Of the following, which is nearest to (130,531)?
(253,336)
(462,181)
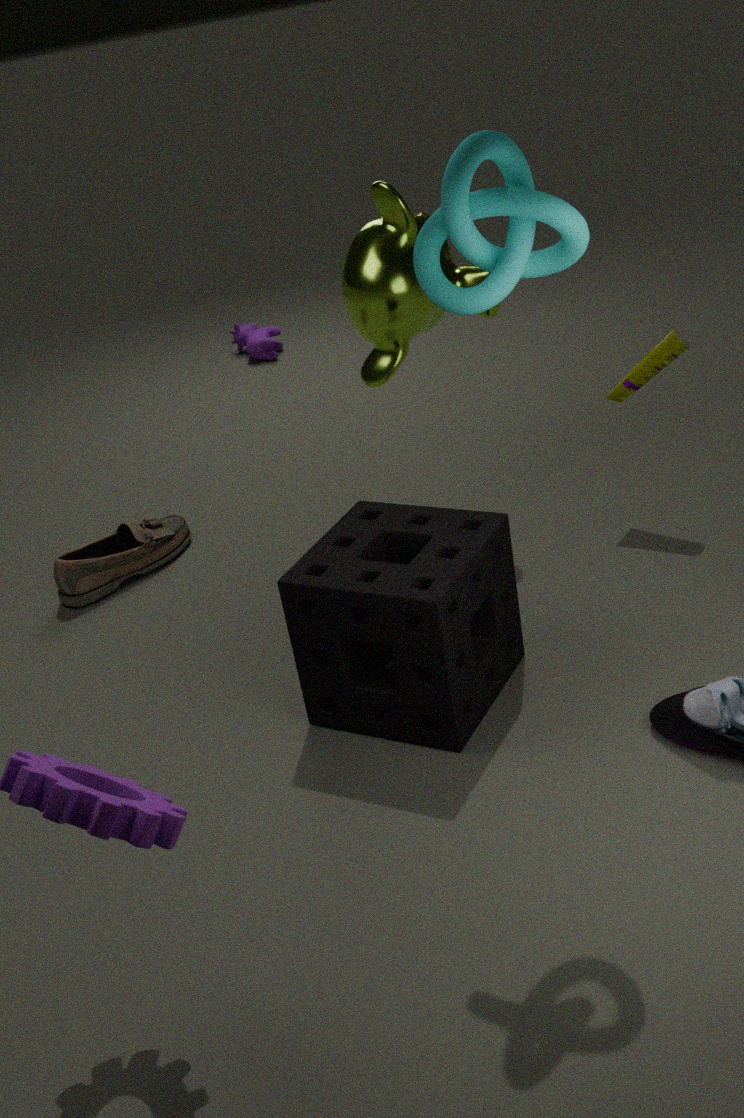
(253,336)
